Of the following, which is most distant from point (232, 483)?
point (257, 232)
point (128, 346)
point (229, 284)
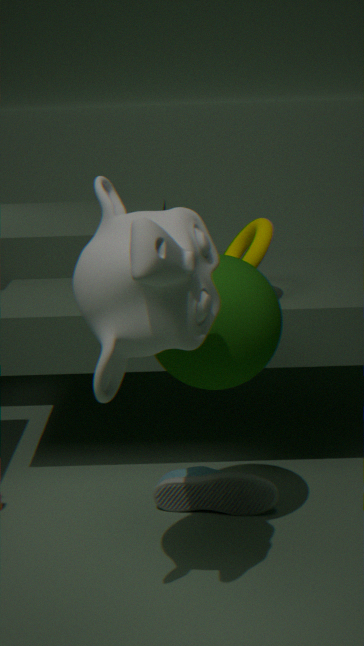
point (128, 346)
